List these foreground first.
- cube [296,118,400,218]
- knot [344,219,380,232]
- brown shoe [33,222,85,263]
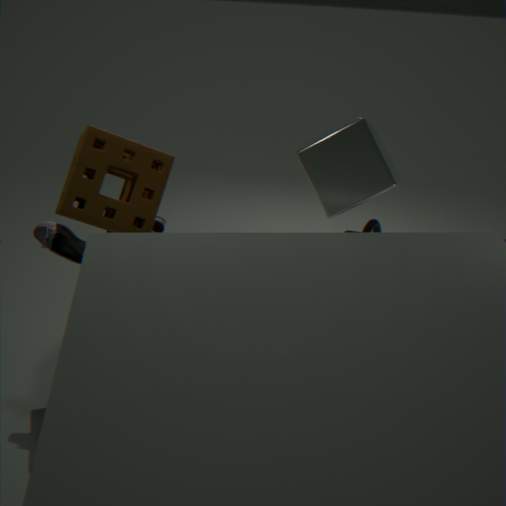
1. brown shoe [33,222,85,263]
2. cube [296,118,400,218]
3. knot [344,219,380,232]
